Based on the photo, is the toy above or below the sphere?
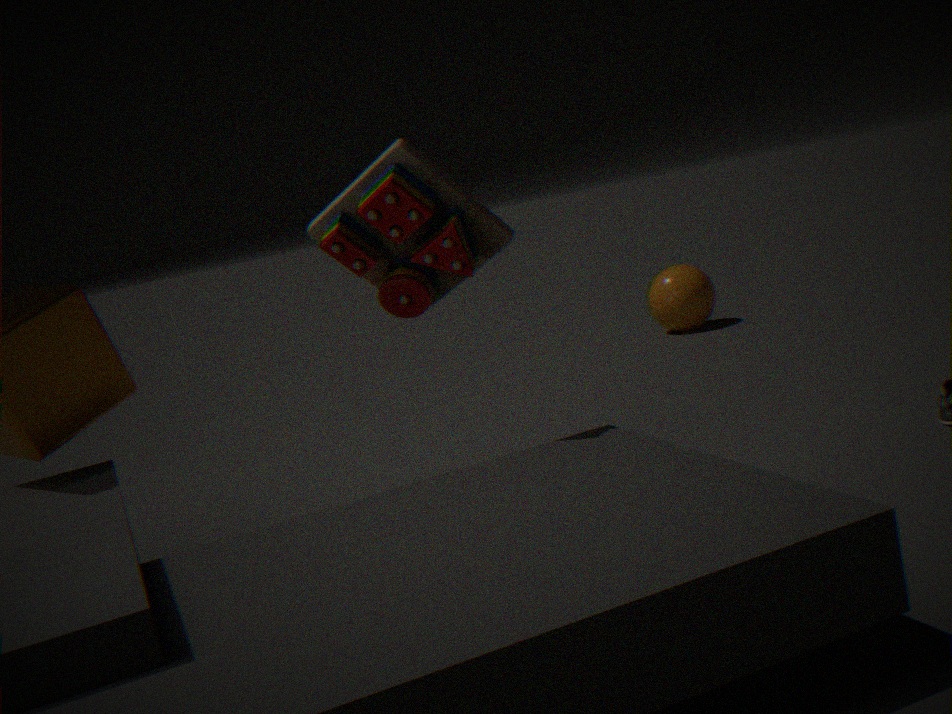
above
